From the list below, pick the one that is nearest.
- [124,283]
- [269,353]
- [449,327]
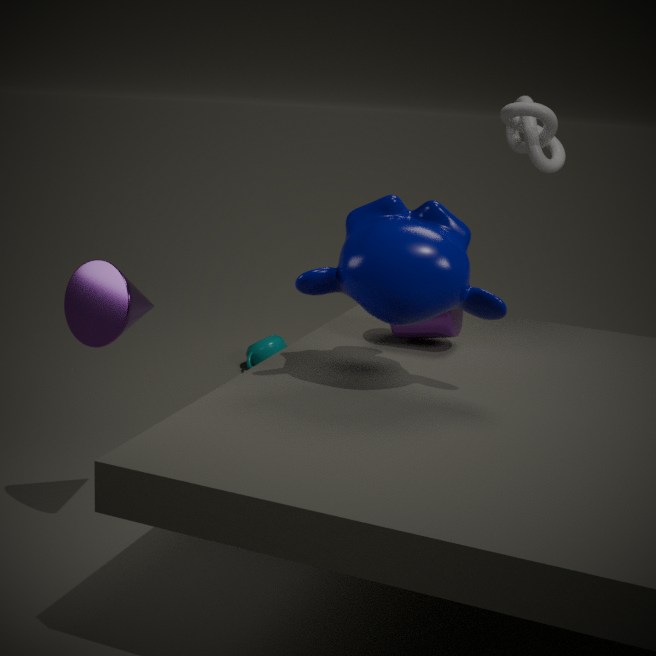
[124,283]
